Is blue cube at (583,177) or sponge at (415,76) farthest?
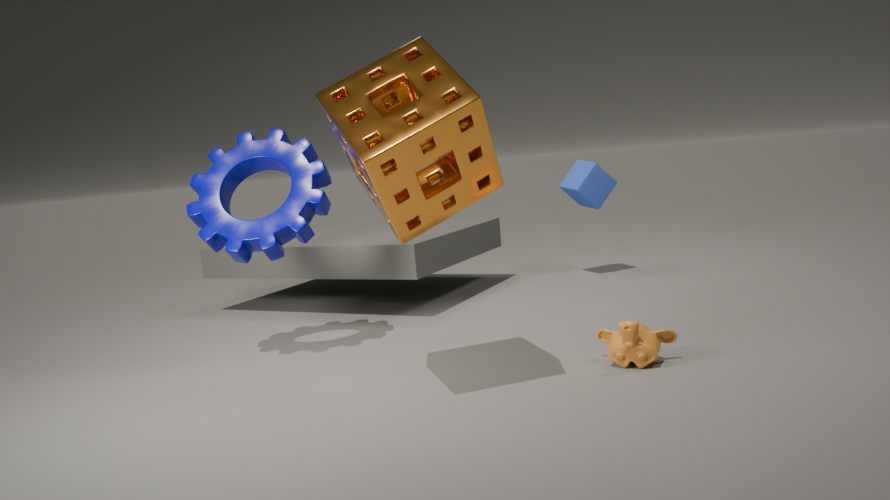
blue cube at (583,177)
